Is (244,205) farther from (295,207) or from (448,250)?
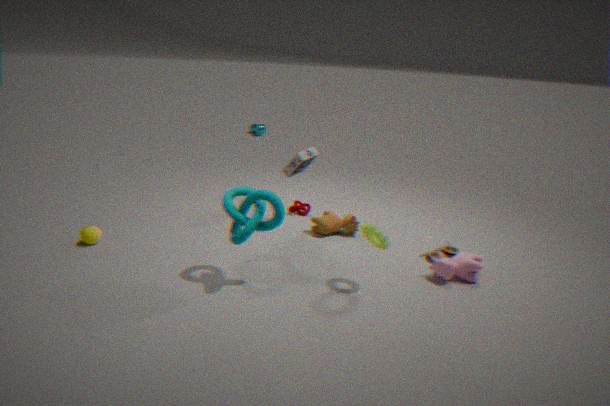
(448,250)
